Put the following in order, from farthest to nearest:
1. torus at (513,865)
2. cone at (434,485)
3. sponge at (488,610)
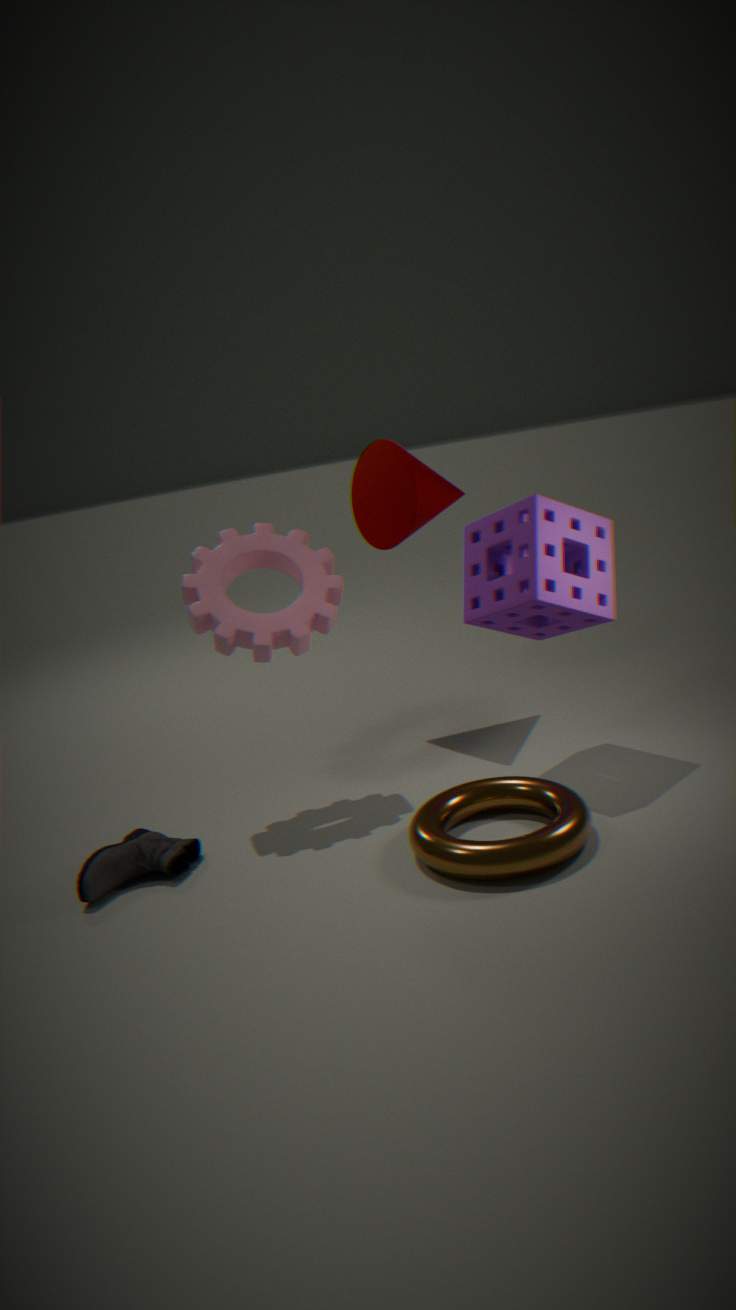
cone at (434,485), sponge at (488,610), torus at (513,865)
